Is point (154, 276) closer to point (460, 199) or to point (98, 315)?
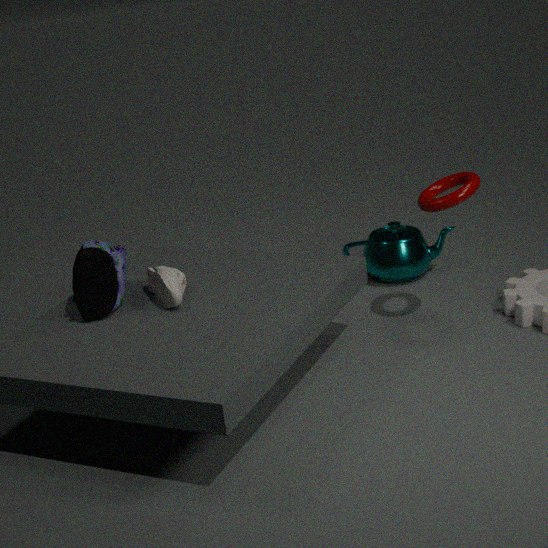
point (98, 315)
